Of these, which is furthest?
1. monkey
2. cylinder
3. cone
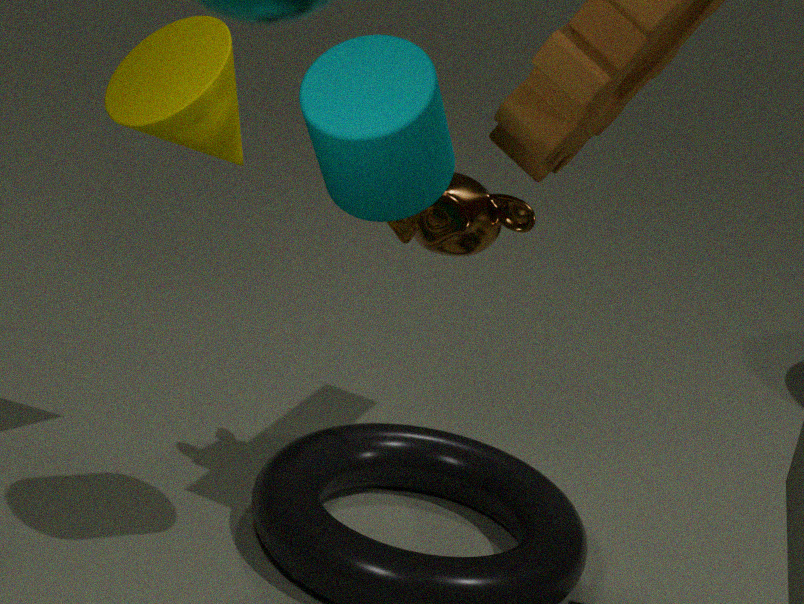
monkey
